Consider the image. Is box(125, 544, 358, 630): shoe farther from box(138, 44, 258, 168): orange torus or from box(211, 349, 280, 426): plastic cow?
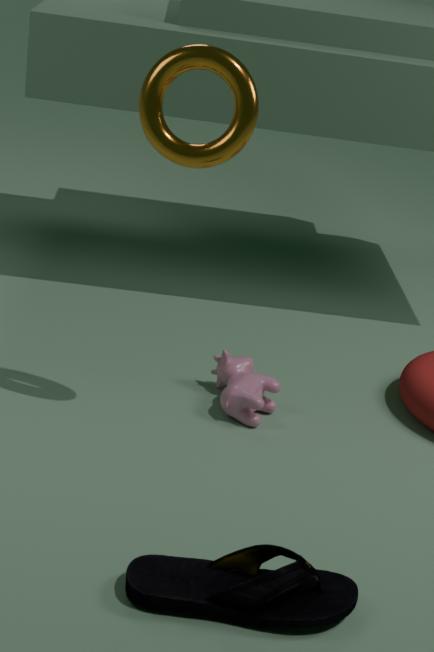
box(138, 44, 258, 168): orange torus
